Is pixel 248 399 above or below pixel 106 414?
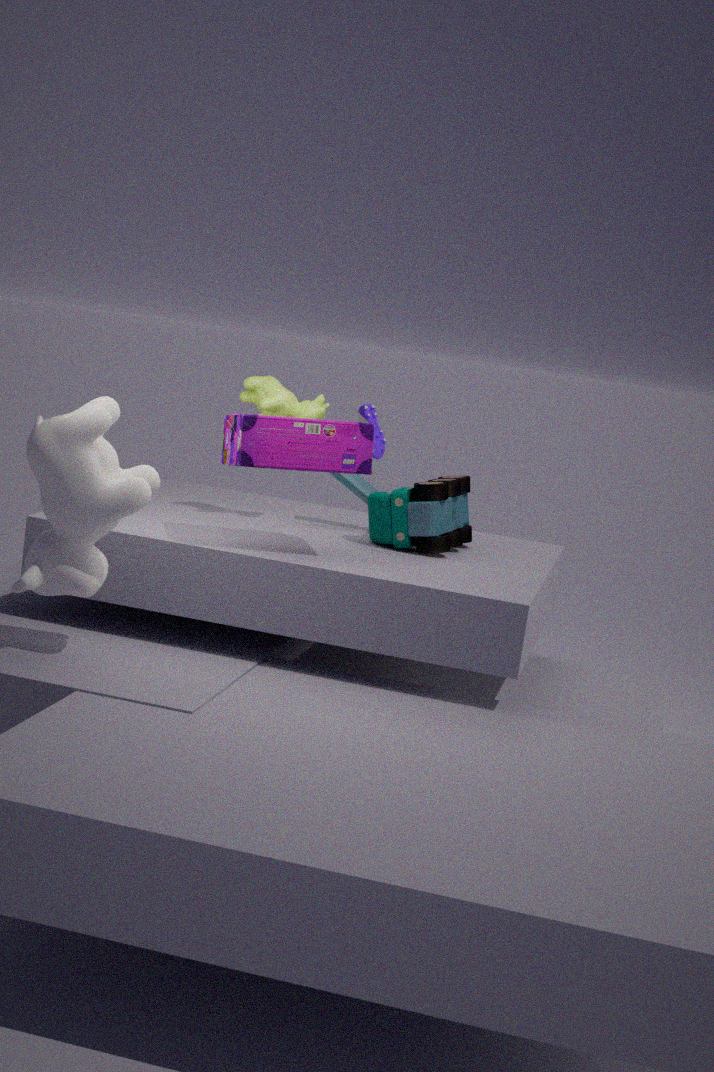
above
